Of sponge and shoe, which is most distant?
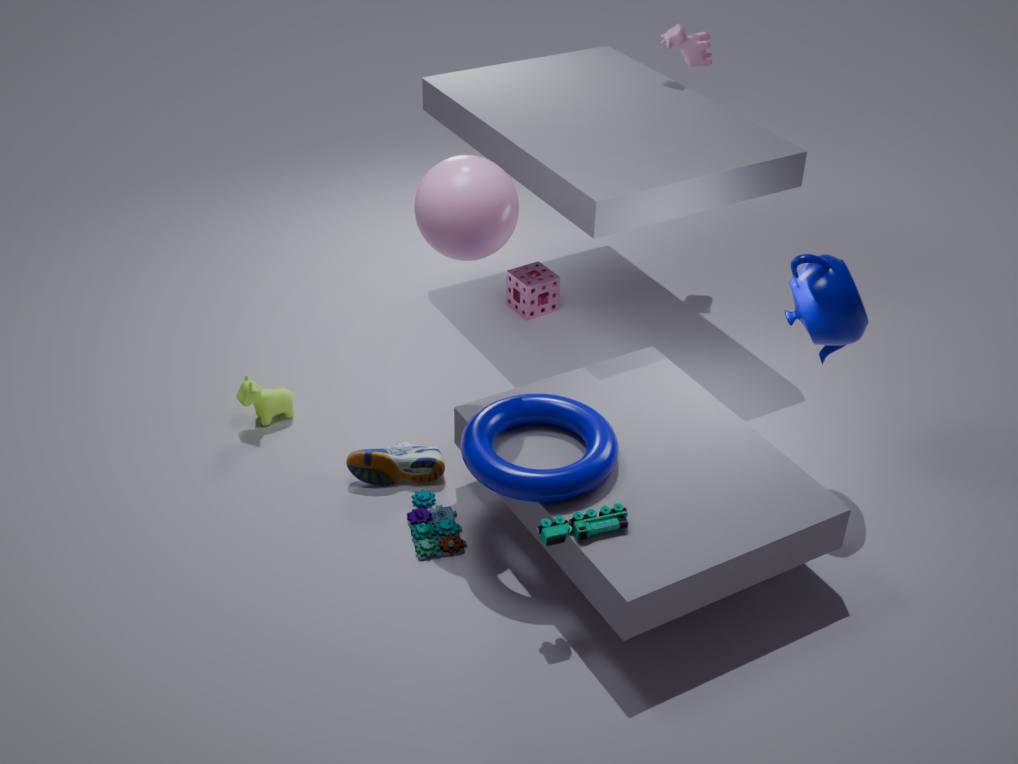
sponge
